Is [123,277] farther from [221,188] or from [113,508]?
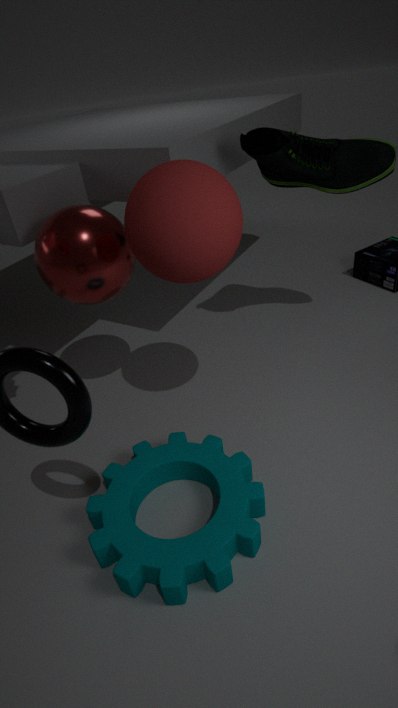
[113,508]
